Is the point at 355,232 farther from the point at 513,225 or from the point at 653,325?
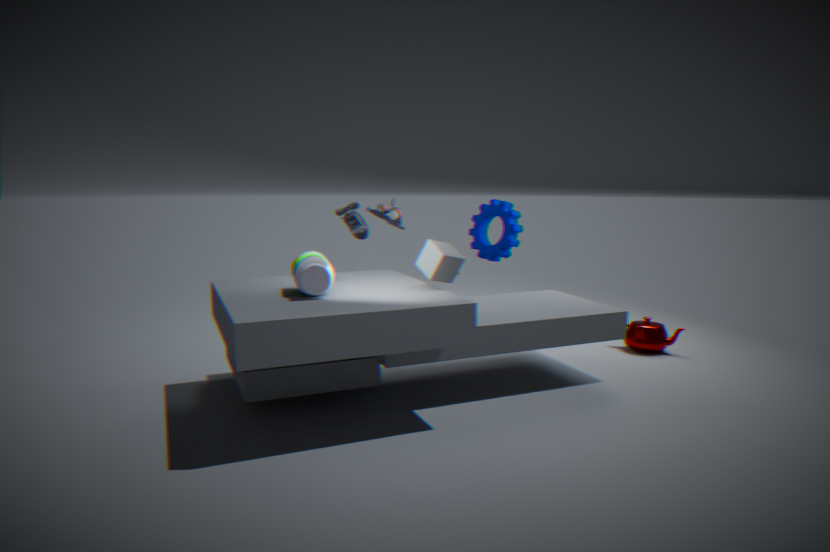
the point at 653,325
